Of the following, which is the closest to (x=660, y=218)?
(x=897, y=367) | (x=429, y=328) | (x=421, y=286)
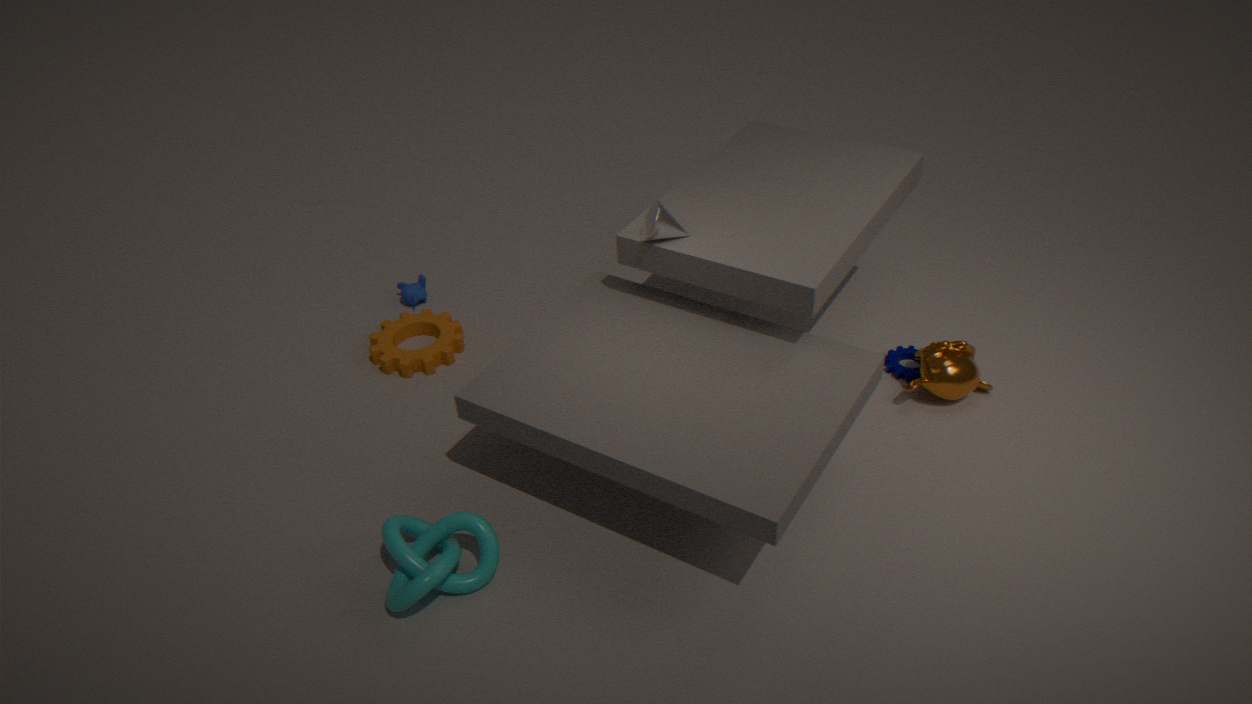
(x=897, y=367)
